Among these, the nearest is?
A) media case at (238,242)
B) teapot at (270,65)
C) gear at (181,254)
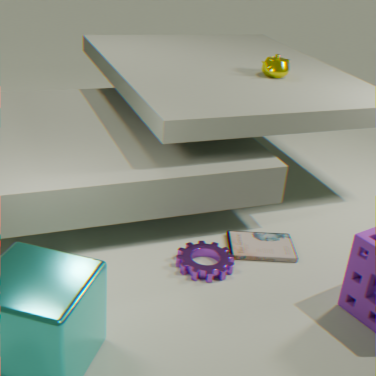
gear at (181,254)
